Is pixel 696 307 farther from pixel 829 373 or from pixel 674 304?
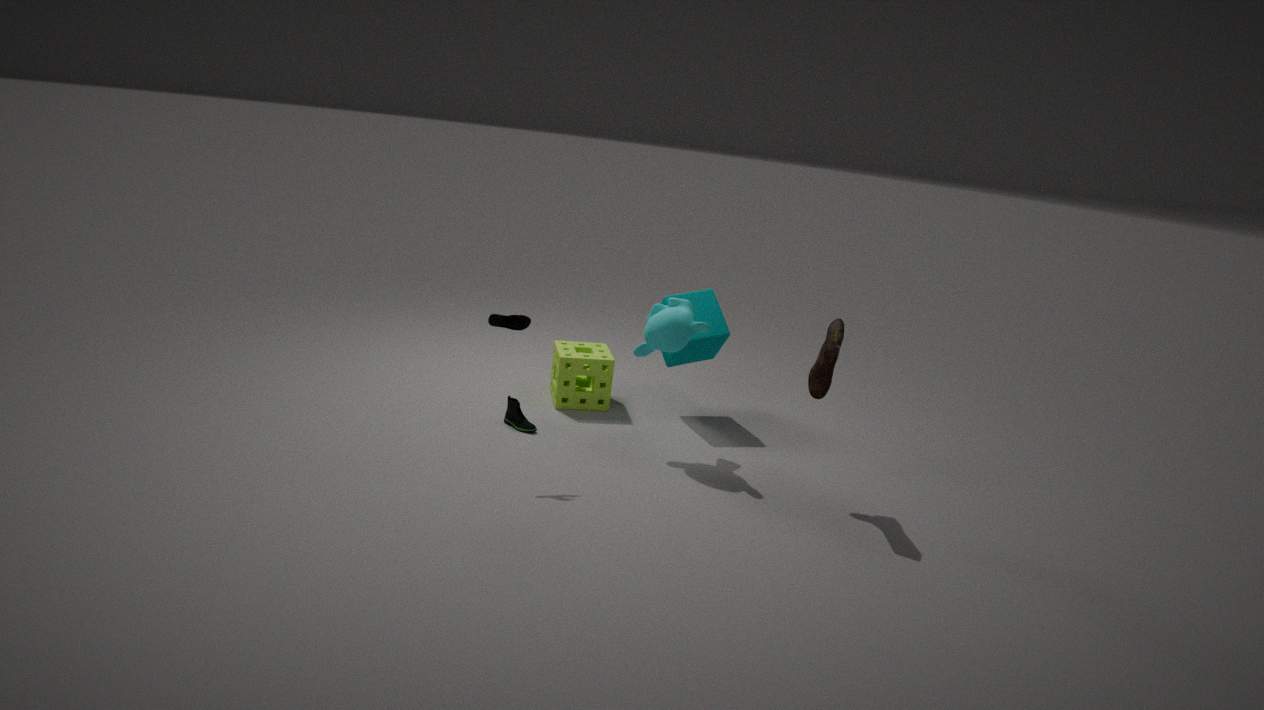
pixel 829 373
